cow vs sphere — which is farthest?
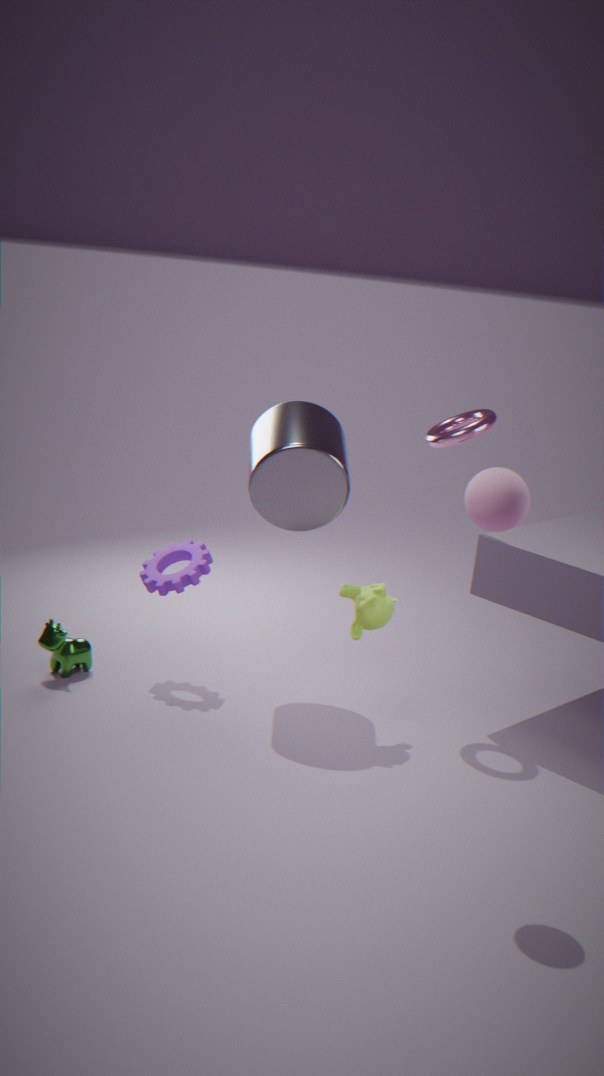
cow
